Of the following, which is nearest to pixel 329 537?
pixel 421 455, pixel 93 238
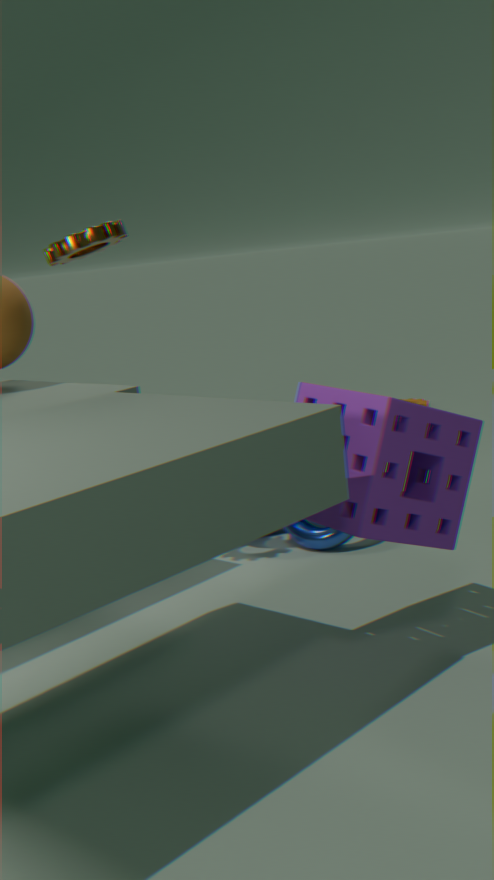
pixel 421 455
